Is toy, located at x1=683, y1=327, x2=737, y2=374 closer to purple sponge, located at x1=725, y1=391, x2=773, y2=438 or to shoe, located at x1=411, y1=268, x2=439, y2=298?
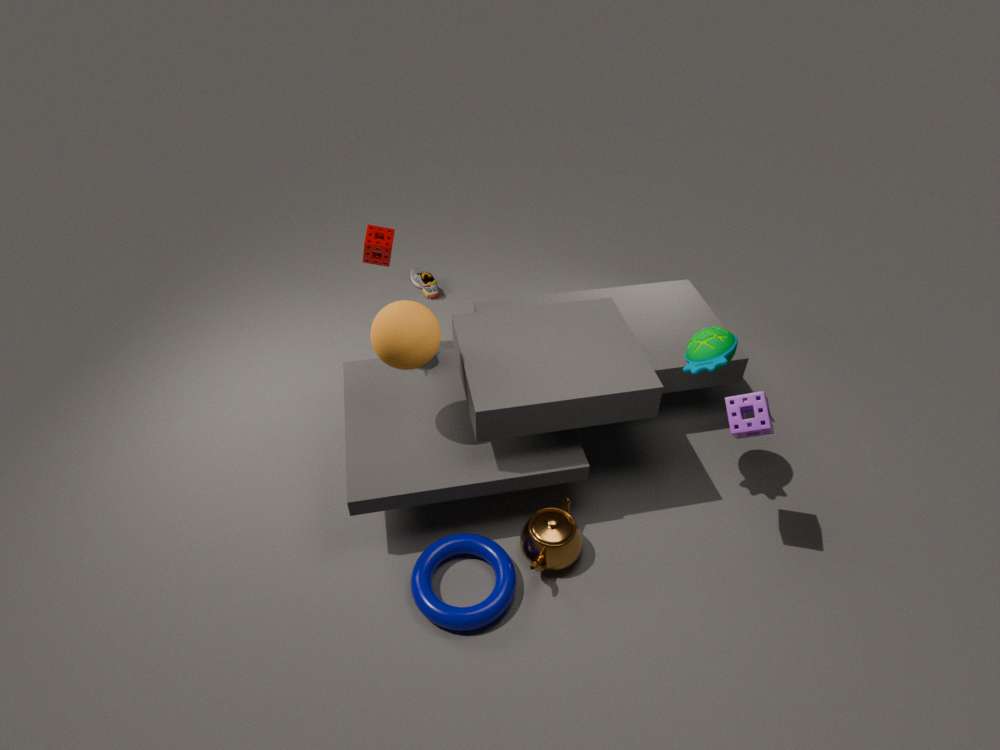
purple sponge, located at x1=725, y1=391, x2=773, y2=438
